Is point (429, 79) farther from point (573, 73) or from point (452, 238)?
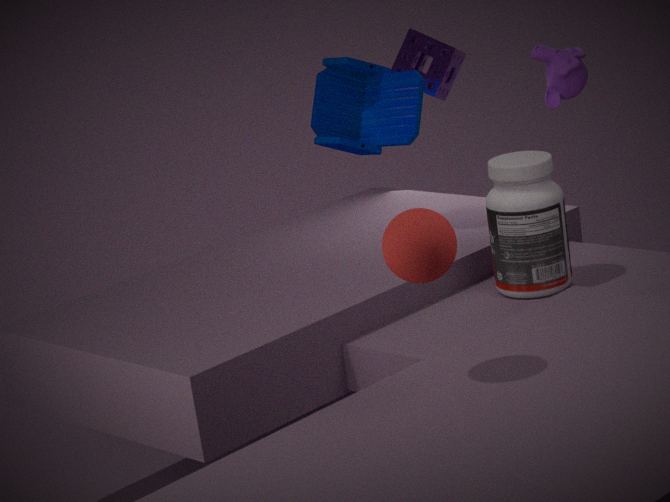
point (452, 238)
